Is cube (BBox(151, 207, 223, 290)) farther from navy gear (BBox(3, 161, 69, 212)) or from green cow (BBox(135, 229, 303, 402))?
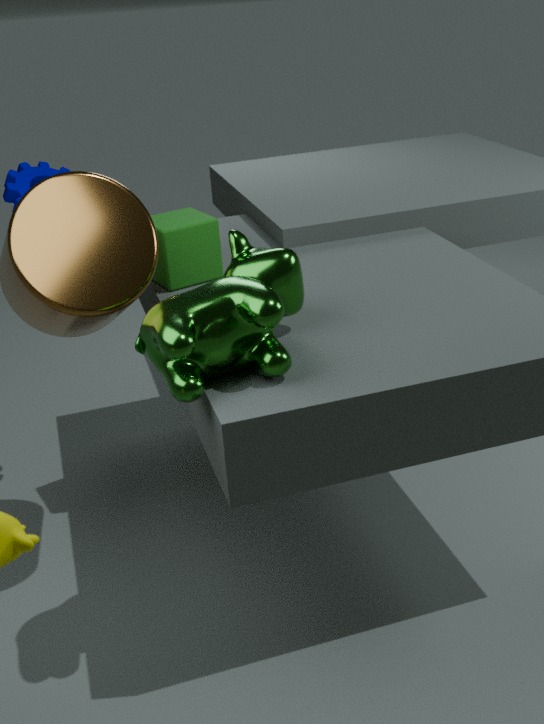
green cow (BBox(135, 229, 303, 402))
